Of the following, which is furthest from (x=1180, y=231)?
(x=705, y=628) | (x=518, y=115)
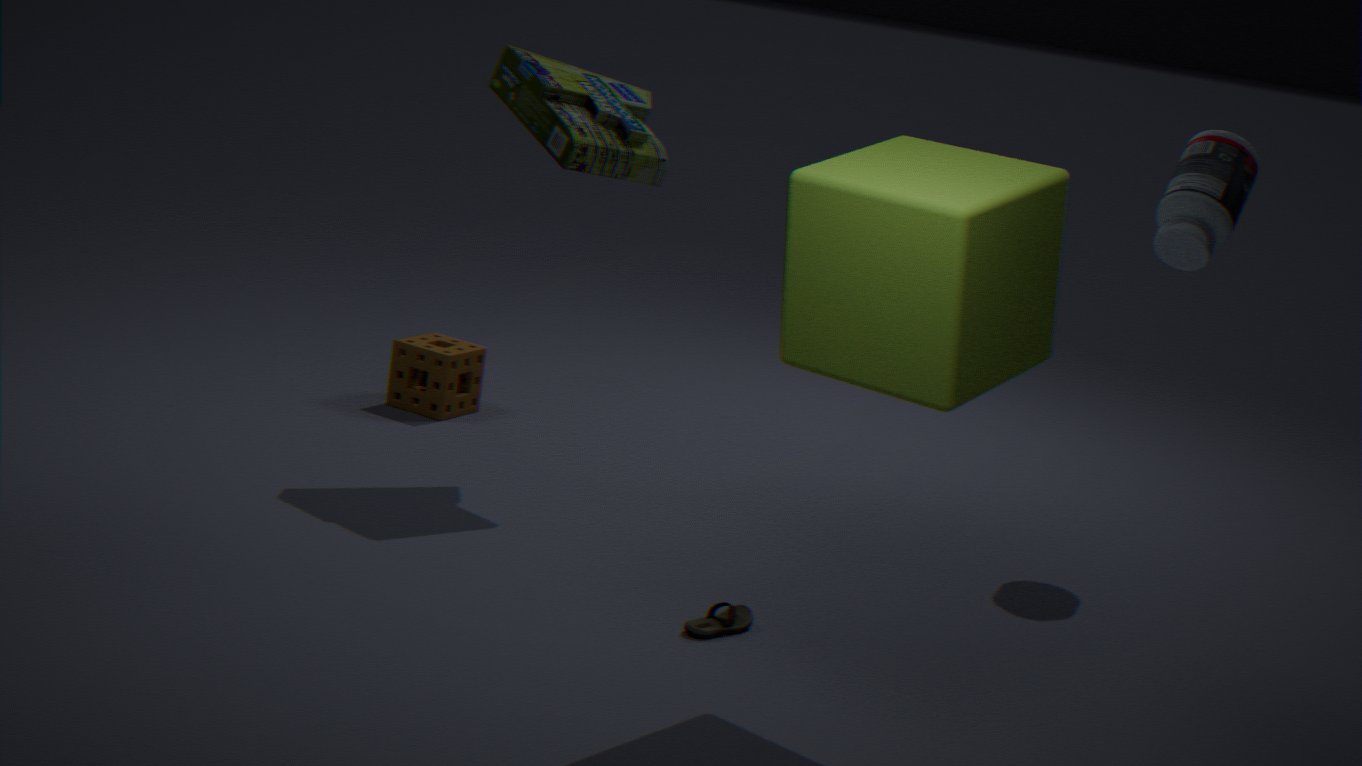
(x=705, y=628)
